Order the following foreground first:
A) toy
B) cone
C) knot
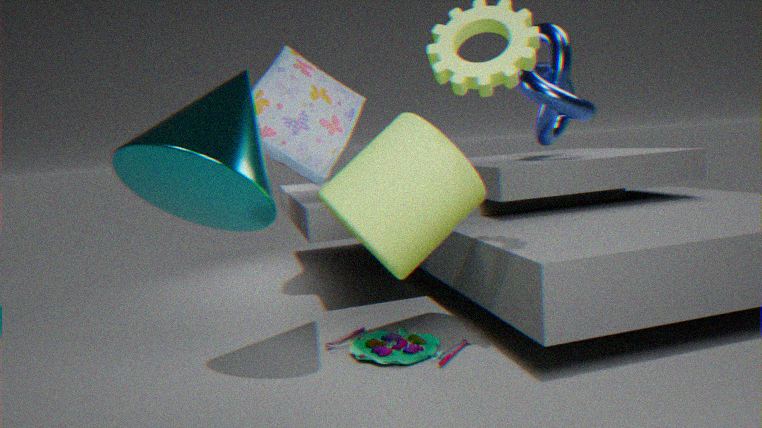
cone → toy → knot
